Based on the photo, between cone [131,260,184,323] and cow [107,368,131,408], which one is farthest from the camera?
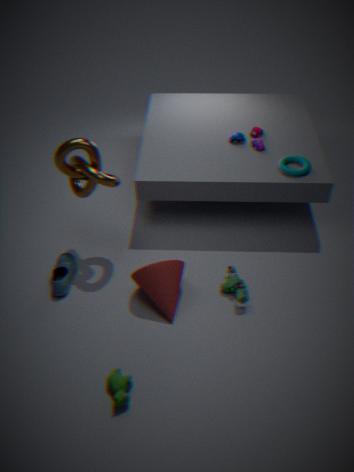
cone [131,260,184,323]
